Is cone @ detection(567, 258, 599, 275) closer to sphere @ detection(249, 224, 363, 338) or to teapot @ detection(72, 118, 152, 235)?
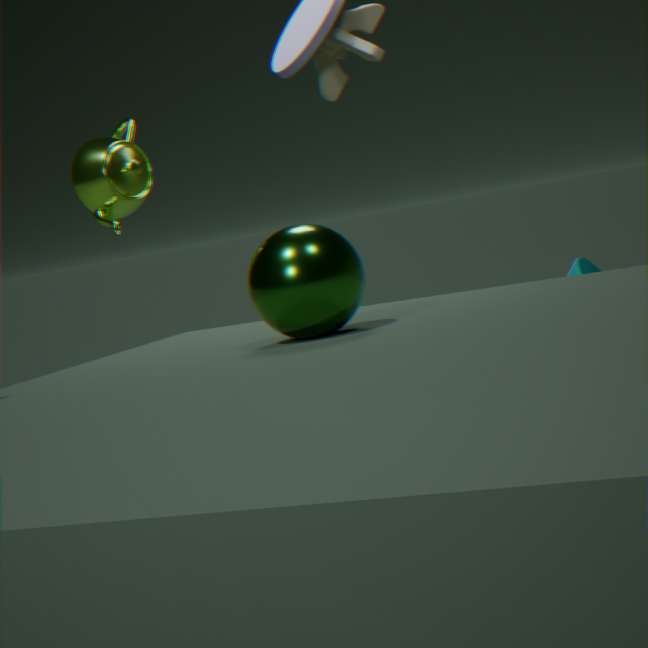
teapot @ detection(72, 118, 152, 235)
